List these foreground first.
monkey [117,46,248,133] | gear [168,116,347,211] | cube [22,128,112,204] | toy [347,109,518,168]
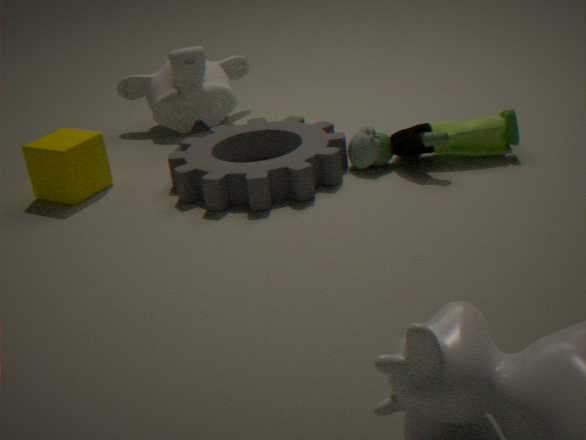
gear [168,116,347,211] < toy [347,109,518,168] < cube [22,128,112,204] < monkey [117,46,248,133]
